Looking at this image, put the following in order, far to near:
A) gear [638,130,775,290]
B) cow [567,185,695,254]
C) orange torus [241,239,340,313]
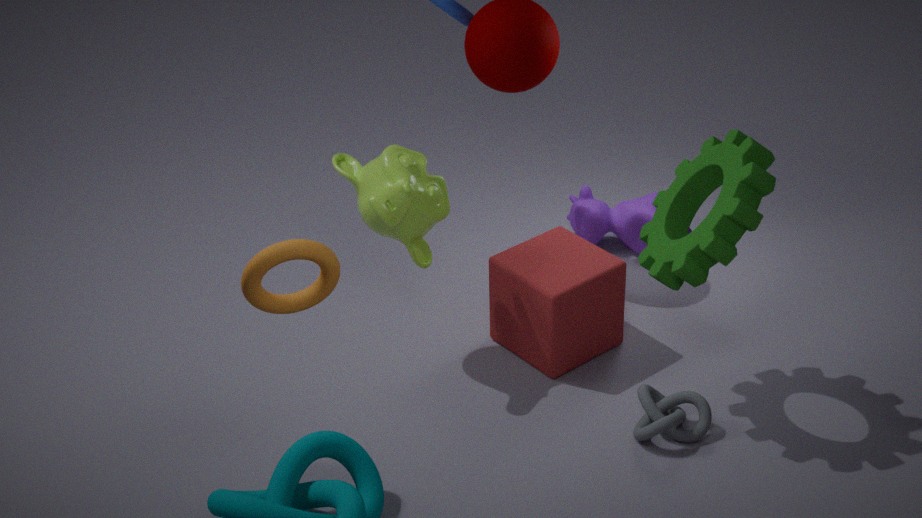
1. cow [567,185,695,254]
2. gear [638,130,775,290]
3. orange torus [241,239,340,313]
